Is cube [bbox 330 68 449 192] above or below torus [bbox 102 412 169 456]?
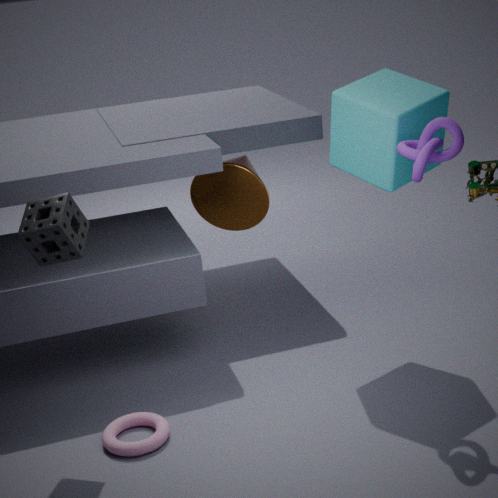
above
